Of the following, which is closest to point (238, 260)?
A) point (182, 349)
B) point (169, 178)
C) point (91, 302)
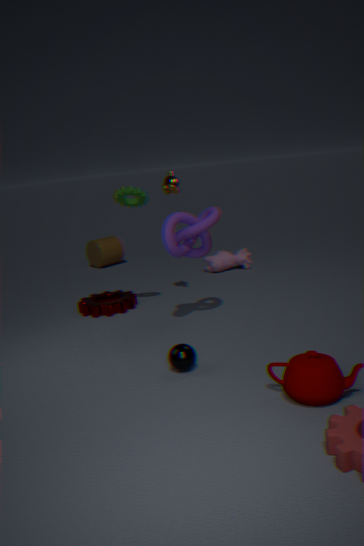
point (169, 178)
